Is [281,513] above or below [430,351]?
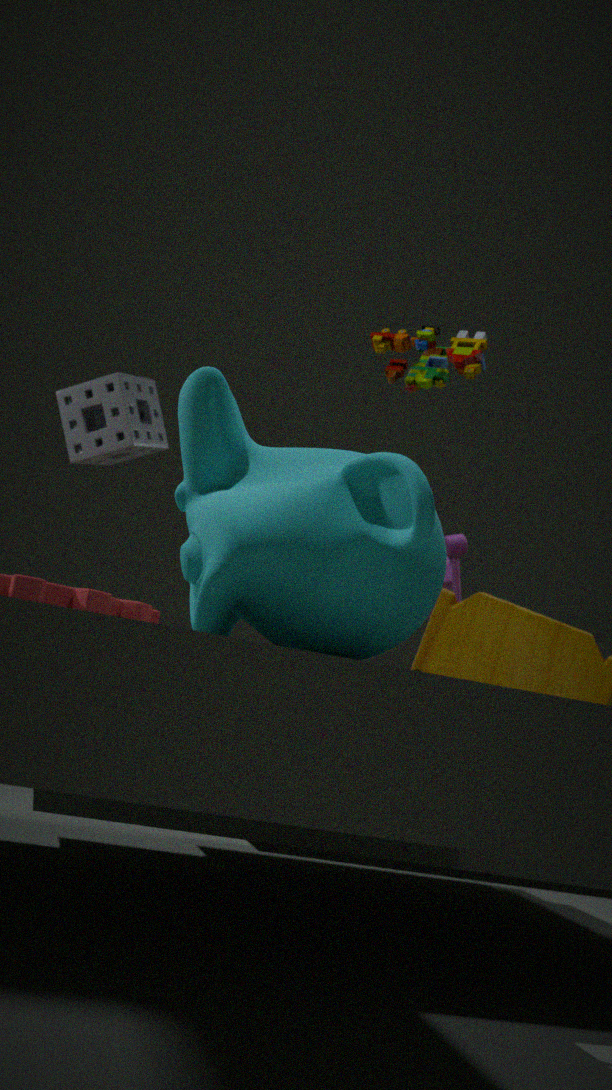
below
